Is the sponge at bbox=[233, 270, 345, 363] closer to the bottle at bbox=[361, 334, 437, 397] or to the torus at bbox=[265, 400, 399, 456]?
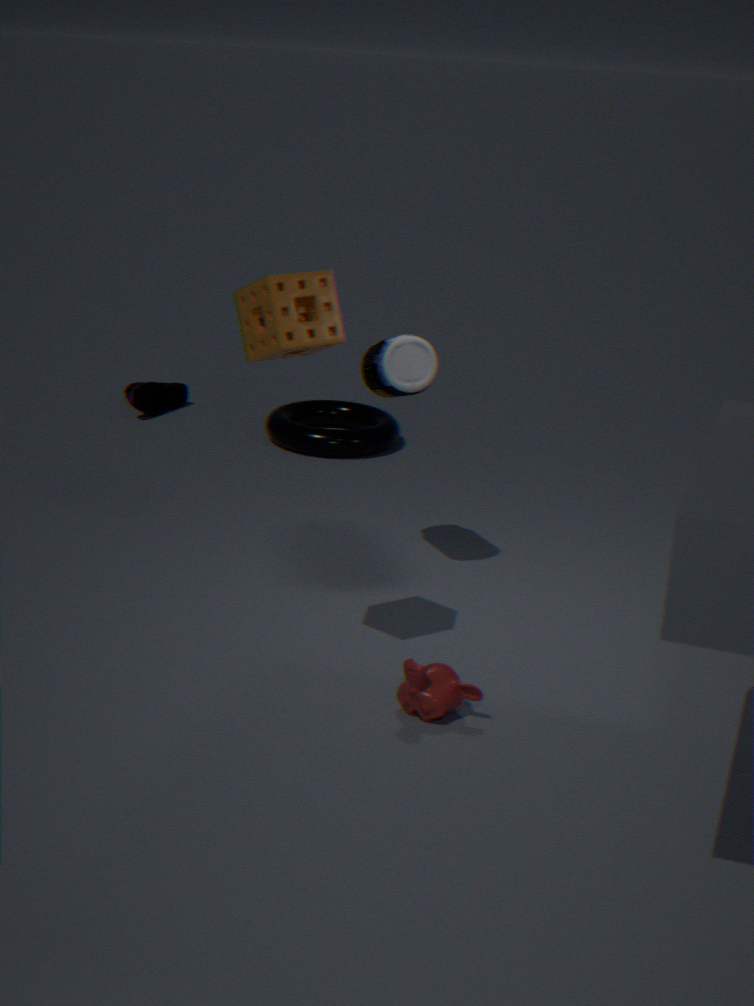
the bottle at bbox=[361, 334, 437, 397]
